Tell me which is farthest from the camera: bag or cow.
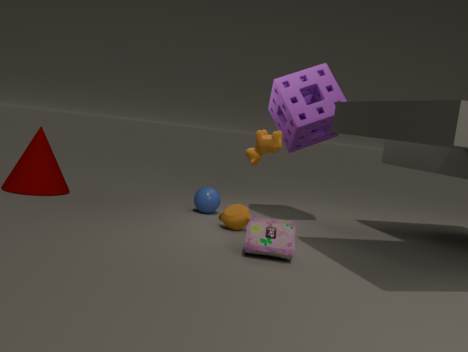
cow
